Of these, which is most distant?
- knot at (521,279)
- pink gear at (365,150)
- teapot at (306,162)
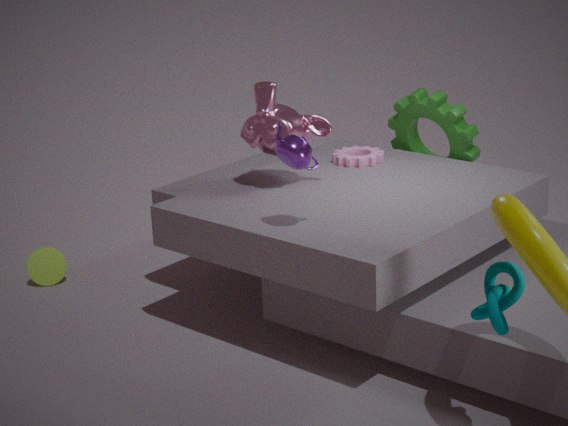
pink gear at (365,150)
